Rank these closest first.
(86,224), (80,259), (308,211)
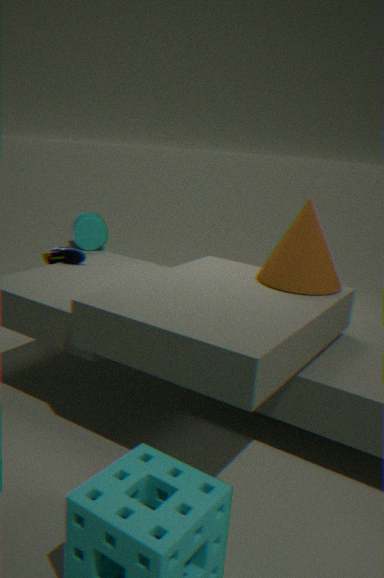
(308,211) < (80,259) < (86,224)
